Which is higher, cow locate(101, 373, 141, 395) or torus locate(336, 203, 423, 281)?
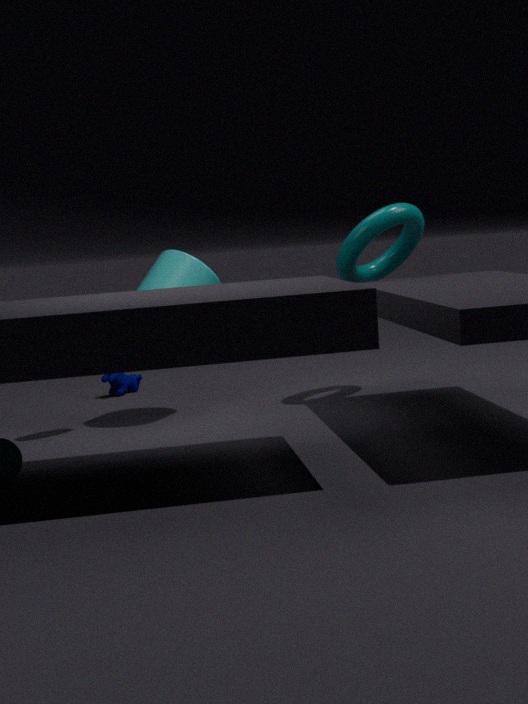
→ torus locate(336, 203, 423, 281)
